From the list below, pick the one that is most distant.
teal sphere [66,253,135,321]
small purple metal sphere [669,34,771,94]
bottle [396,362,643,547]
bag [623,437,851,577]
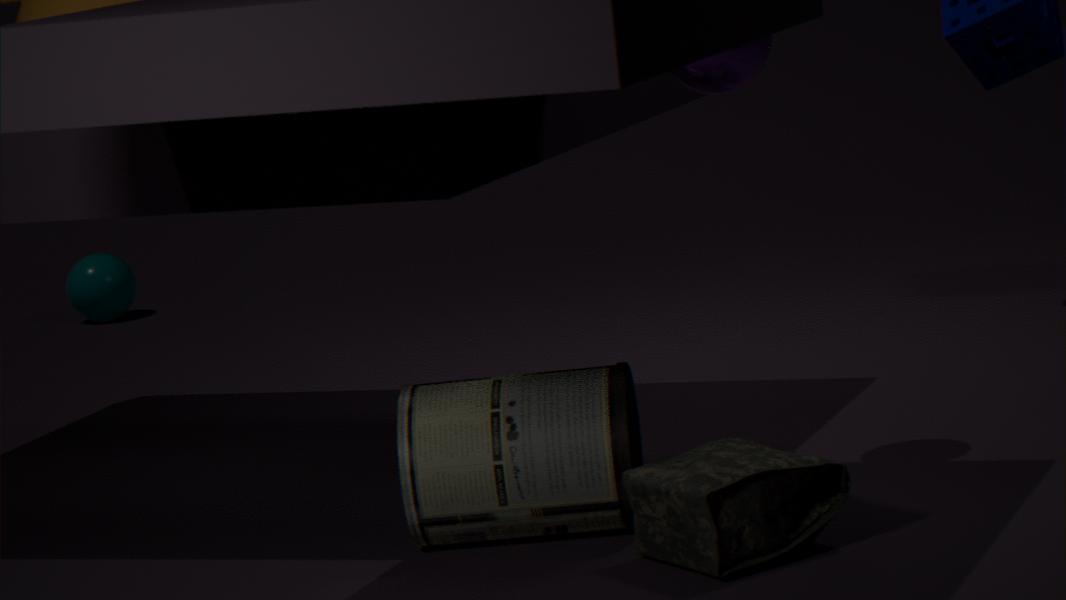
teal sphere [66,253,135,321]
